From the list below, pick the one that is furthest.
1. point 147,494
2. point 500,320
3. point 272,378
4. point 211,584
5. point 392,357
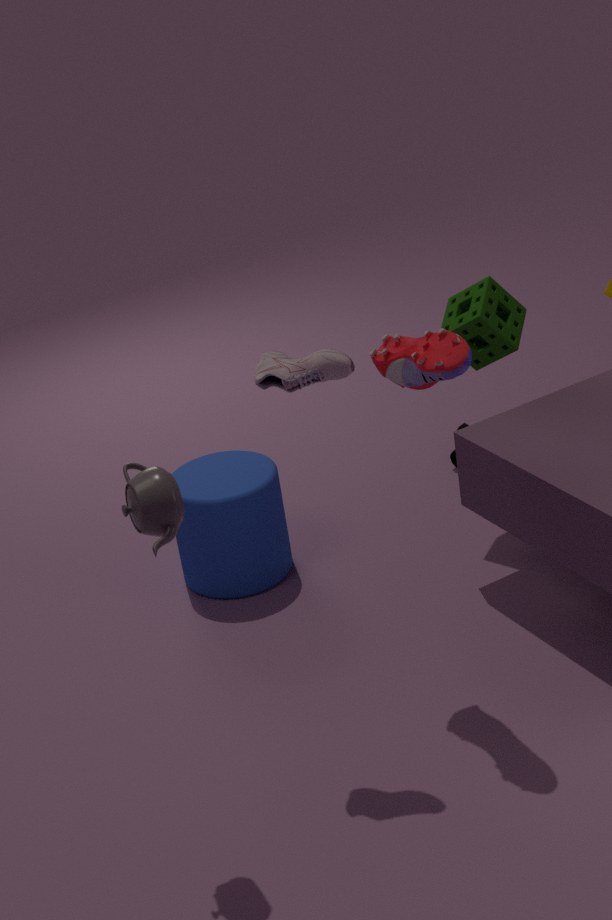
point 211,584
